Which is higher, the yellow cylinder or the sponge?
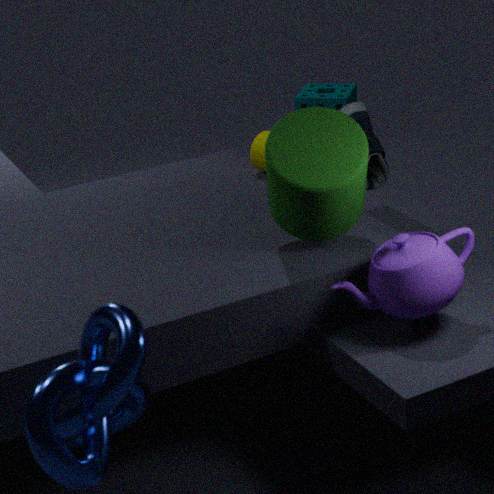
the yellow cylinder
